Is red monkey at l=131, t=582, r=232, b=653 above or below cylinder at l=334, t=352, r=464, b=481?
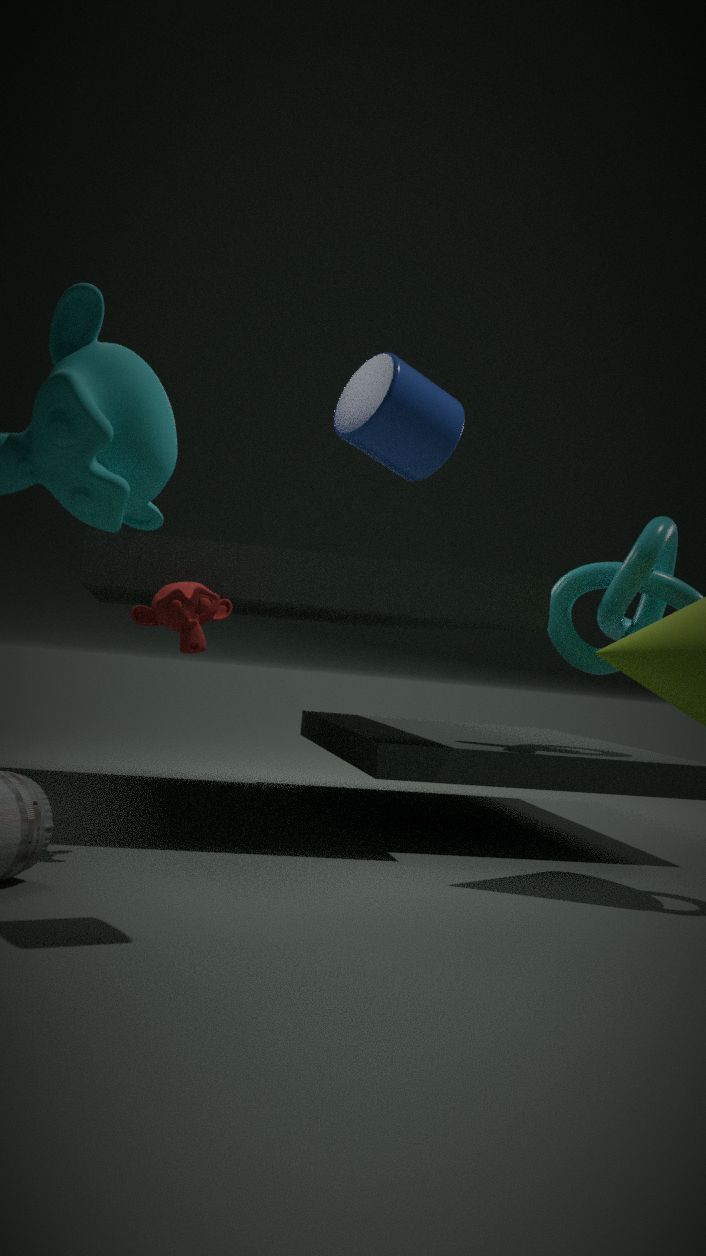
below
